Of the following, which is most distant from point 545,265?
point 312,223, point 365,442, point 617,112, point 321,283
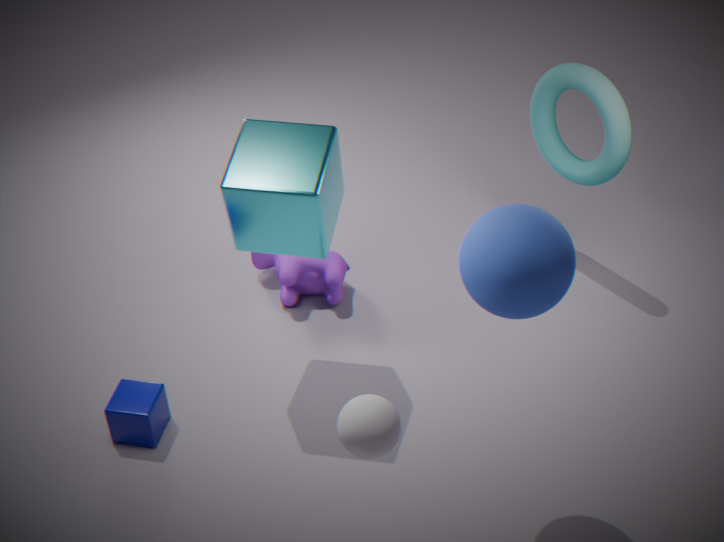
point 321,283
